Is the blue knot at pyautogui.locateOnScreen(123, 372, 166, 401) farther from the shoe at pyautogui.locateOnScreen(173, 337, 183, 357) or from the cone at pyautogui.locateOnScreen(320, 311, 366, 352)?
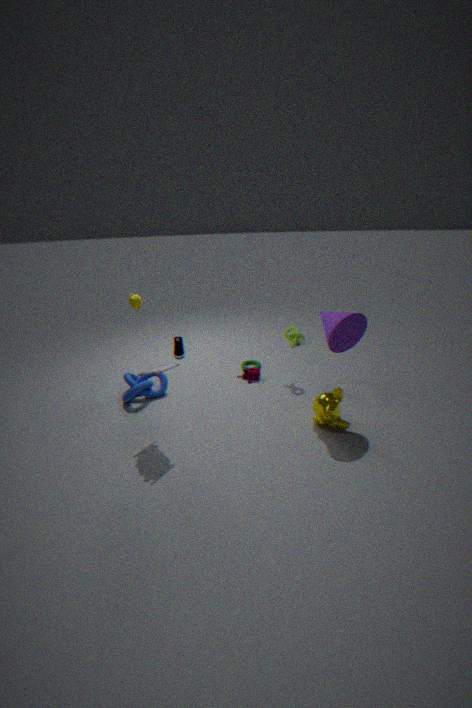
the cone at pyautogui.locateOnScreen(320, 311, 366, 352)
